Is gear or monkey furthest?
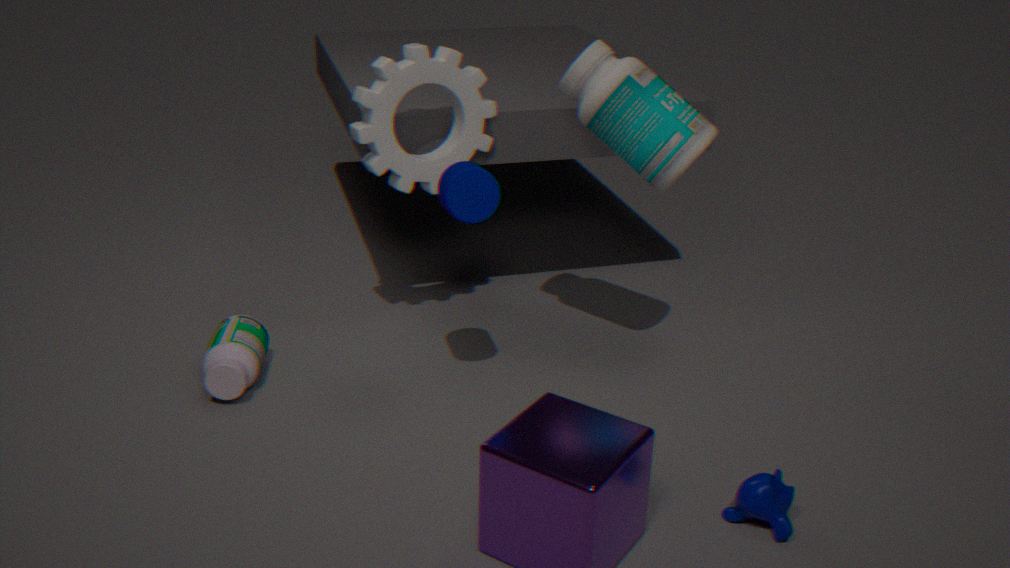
gear
